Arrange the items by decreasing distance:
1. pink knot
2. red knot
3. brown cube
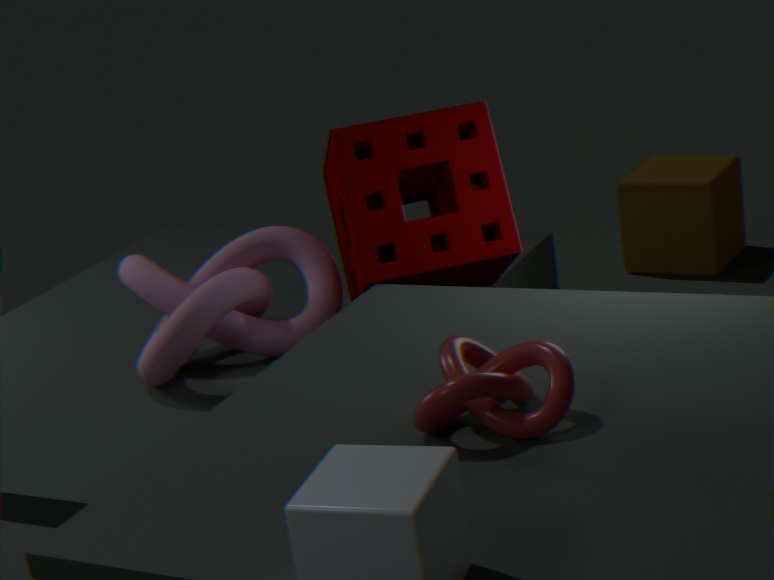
brown cube
pink knot
red knot
